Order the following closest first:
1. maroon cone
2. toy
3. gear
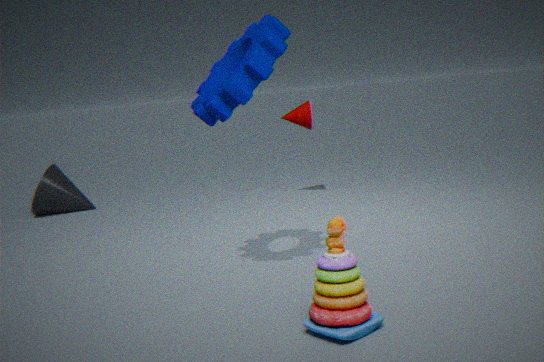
toy
gear
maroon cone
